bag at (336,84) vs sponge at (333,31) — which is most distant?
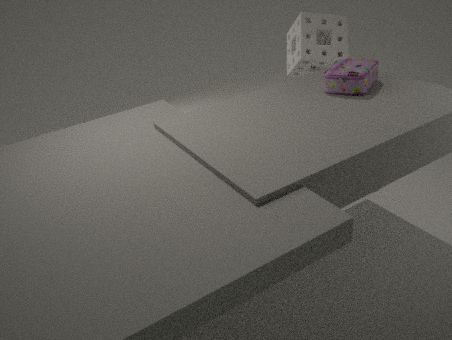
sponge at (333,31)
